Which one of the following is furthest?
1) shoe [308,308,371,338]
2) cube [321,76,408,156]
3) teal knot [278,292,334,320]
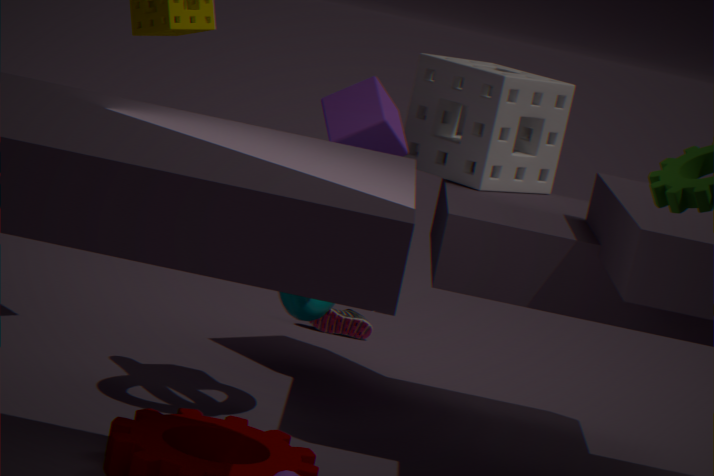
1. shoe [308,308,371,338]
